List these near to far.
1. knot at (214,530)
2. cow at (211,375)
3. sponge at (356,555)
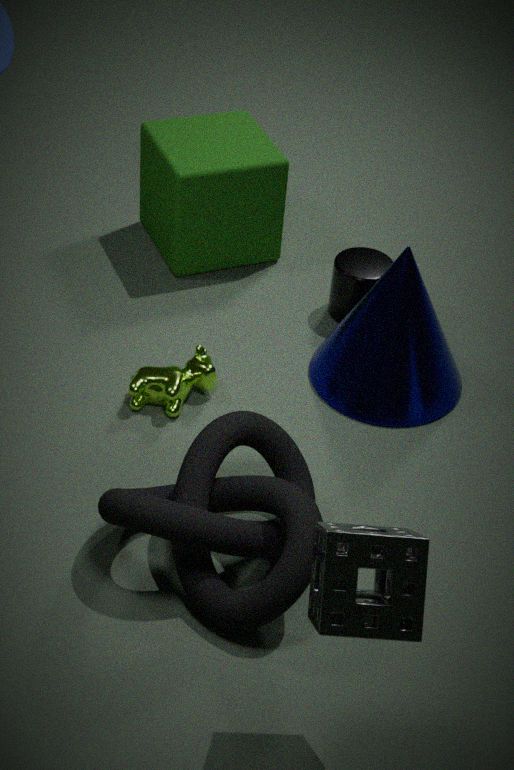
sponge at (356,555), knot at (214,530), cow at (211,375)
